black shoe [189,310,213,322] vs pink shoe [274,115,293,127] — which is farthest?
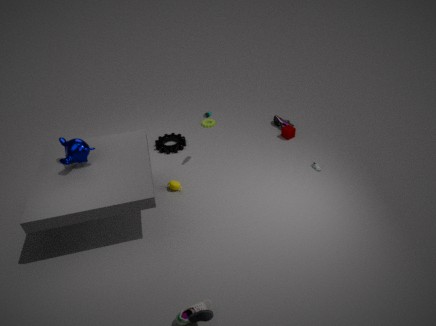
pink shoe [274,115,293,127]
